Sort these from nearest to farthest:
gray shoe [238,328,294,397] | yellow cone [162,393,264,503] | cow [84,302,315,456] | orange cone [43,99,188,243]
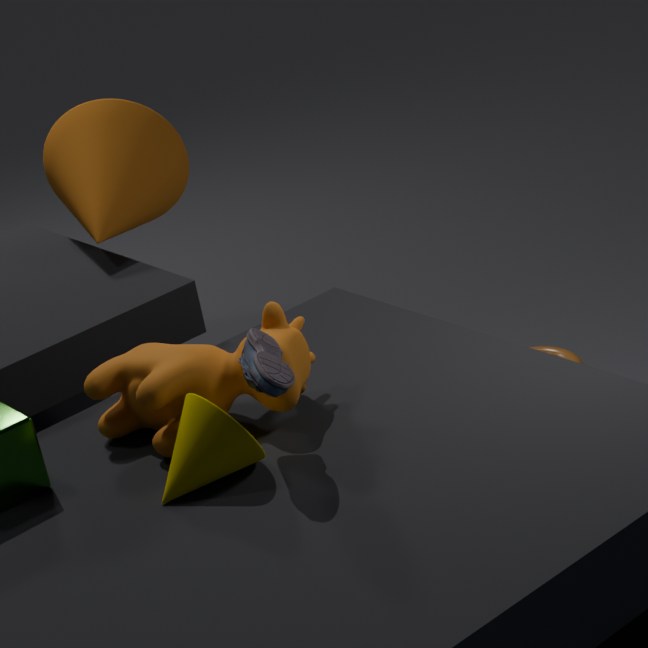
1. gray shoe [238,328,294,397]
2. yellow cone [162,393,264,503]
3. cow [84,302,315,456]
4. orange cone [43,99,188,243]
